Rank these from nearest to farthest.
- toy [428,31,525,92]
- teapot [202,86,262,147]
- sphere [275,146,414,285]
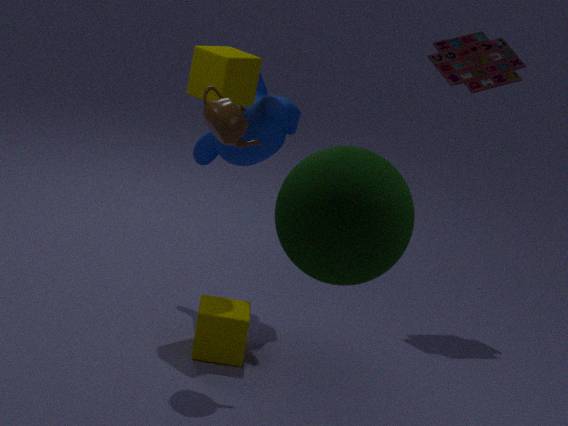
1. sphere [275,146,414,285]
2. teapot [202,86,262,147]
3. toy [428,31,525,92]
